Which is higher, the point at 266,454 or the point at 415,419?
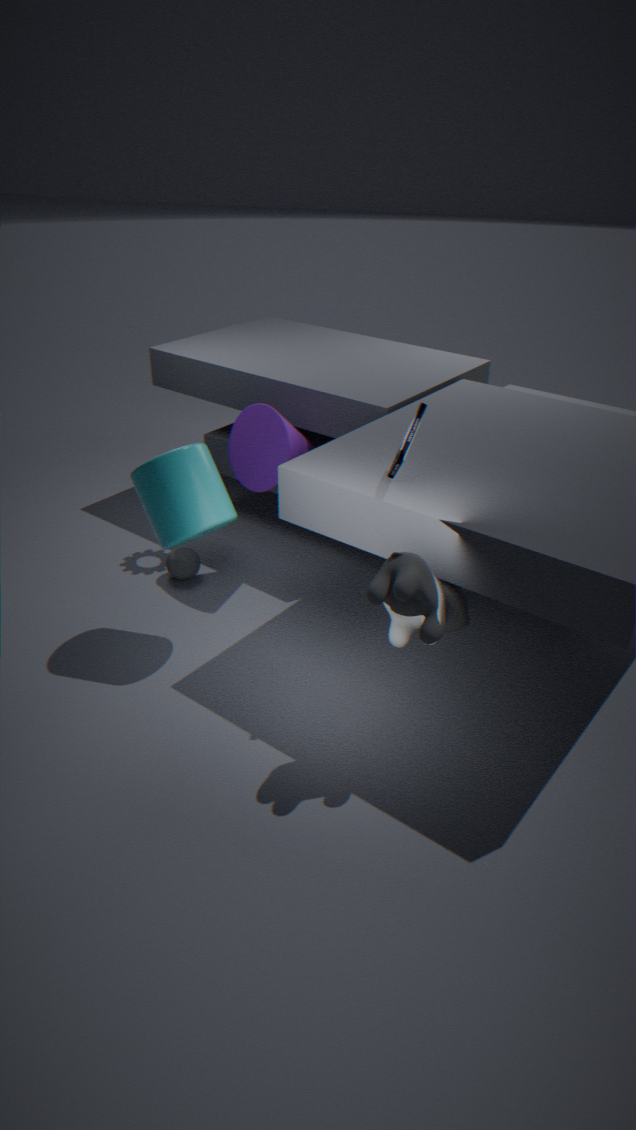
the point at 415,419
